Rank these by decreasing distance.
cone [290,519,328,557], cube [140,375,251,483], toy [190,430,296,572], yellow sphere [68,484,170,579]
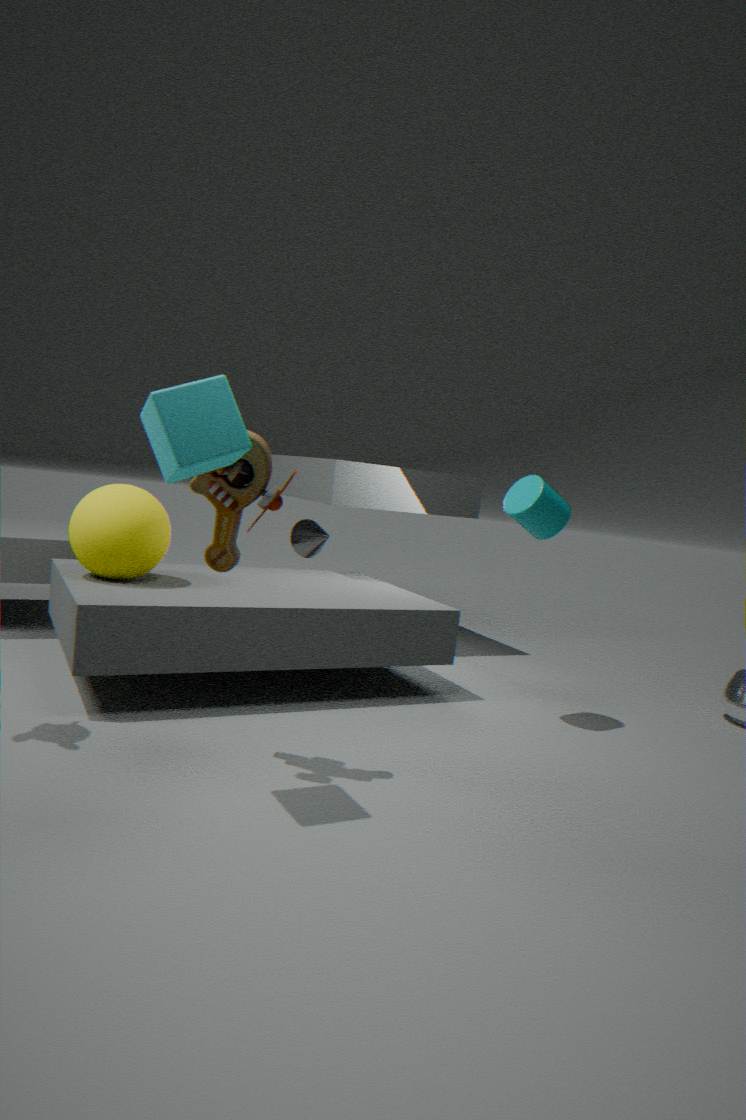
cone [290,519,328,557], yellow sphere [68,484,170,579], toy [190,430,296,572], cube [140,375,251,483]
